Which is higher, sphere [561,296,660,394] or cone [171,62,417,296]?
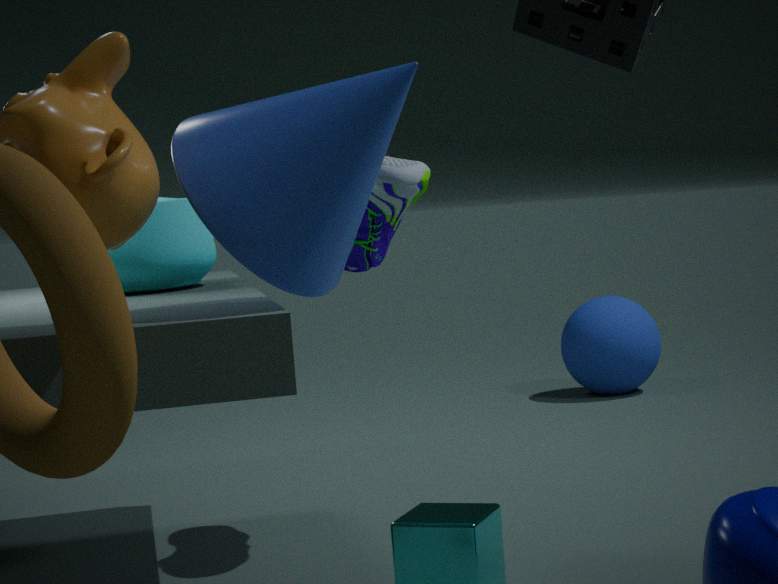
cone [171,62,417,296]
